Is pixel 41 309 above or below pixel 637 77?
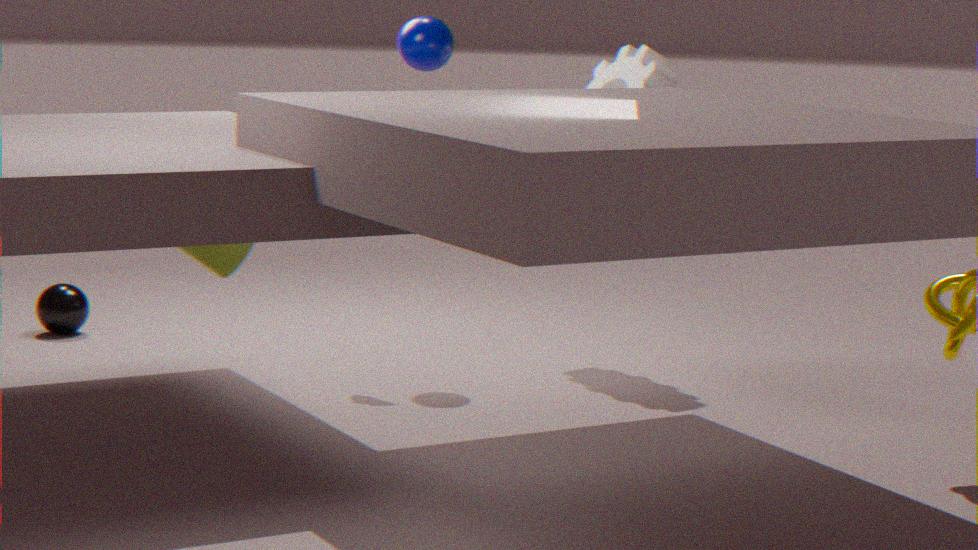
below
